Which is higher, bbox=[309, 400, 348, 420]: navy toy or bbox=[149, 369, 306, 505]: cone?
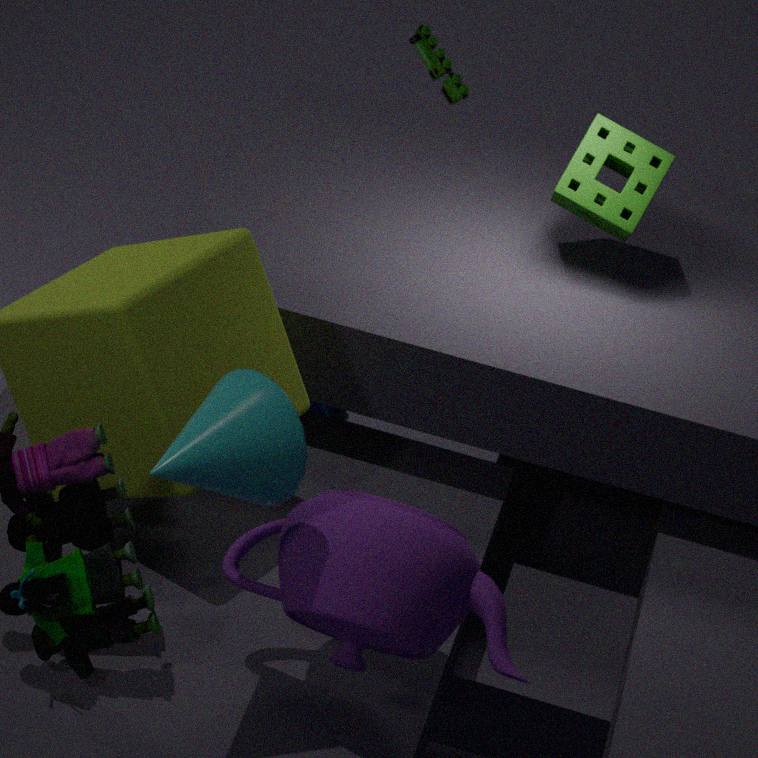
bbox=[149, 369, 306, 505]: cone
